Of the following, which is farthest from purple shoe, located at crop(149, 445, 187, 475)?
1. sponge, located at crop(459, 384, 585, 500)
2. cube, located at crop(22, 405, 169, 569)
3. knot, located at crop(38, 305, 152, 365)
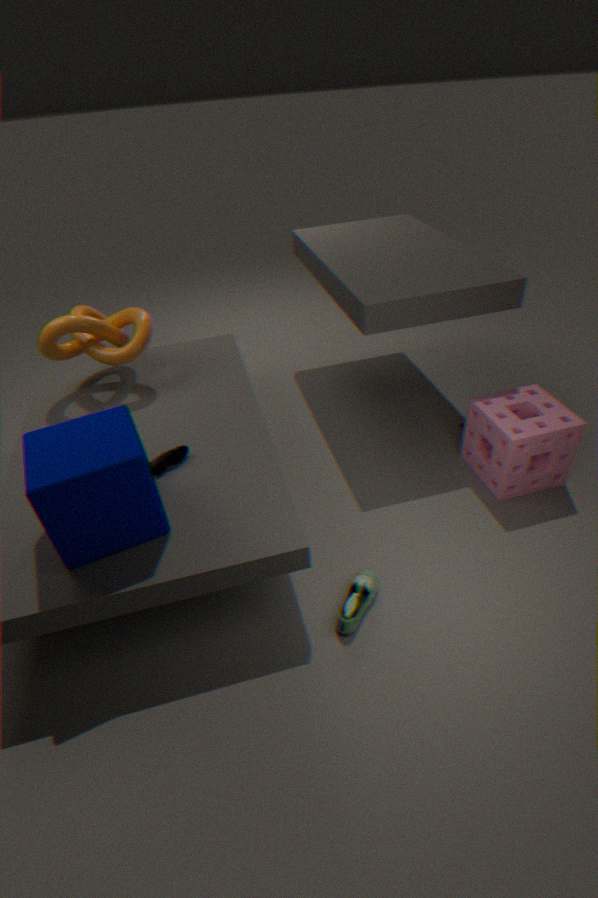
sponge, located at crop(459, 384, 585, 500)
